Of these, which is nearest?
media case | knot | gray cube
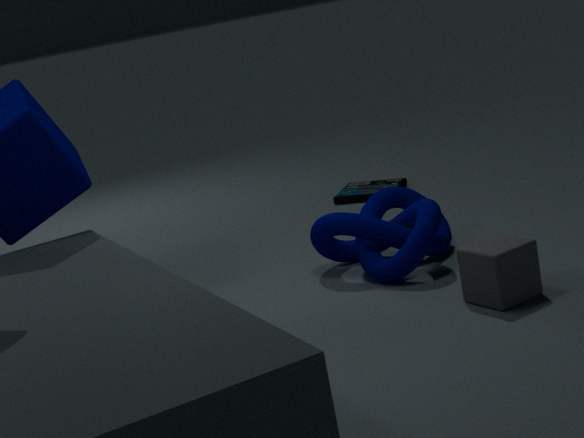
gray cube
